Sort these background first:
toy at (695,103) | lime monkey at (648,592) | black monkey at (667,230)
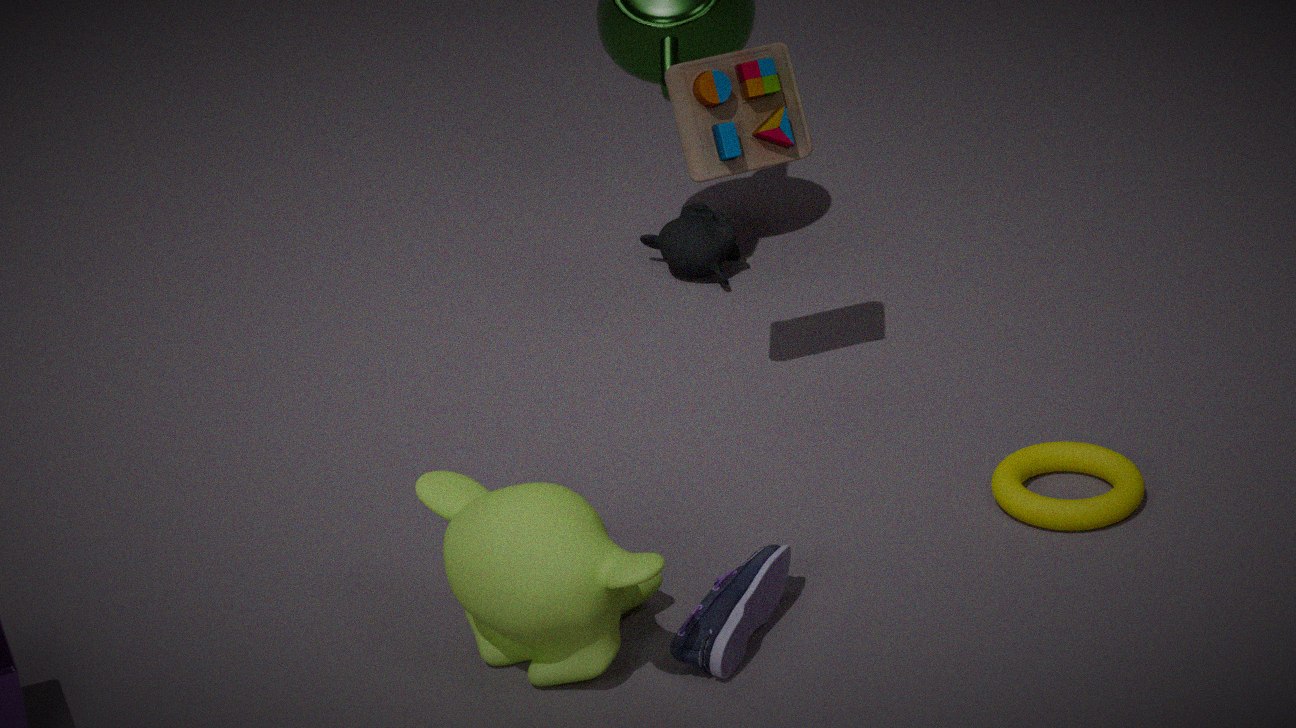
black monkey at (667,230) → toy at (695,103) → lime monkey at (648,592)
